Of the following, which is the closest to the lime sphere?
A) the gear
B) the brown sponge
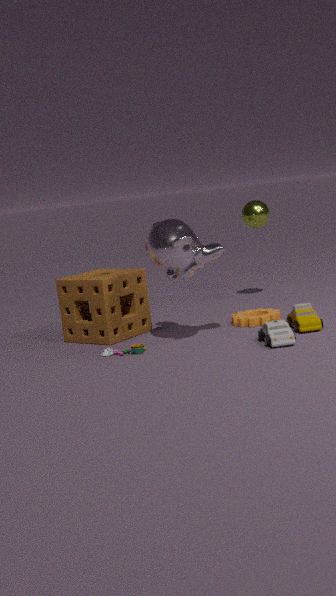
the gear
